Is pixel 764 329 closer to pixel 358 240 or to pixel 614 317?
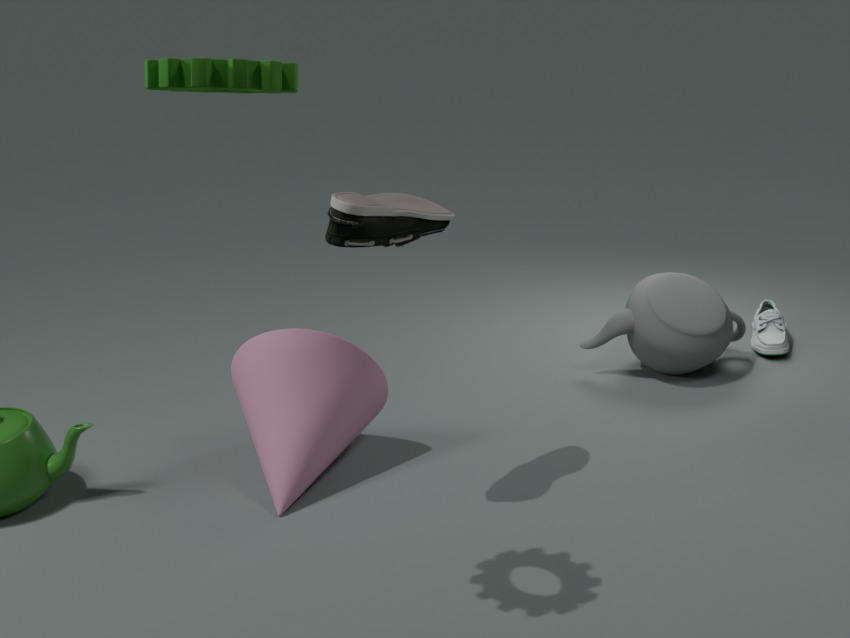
pixel 614 317
